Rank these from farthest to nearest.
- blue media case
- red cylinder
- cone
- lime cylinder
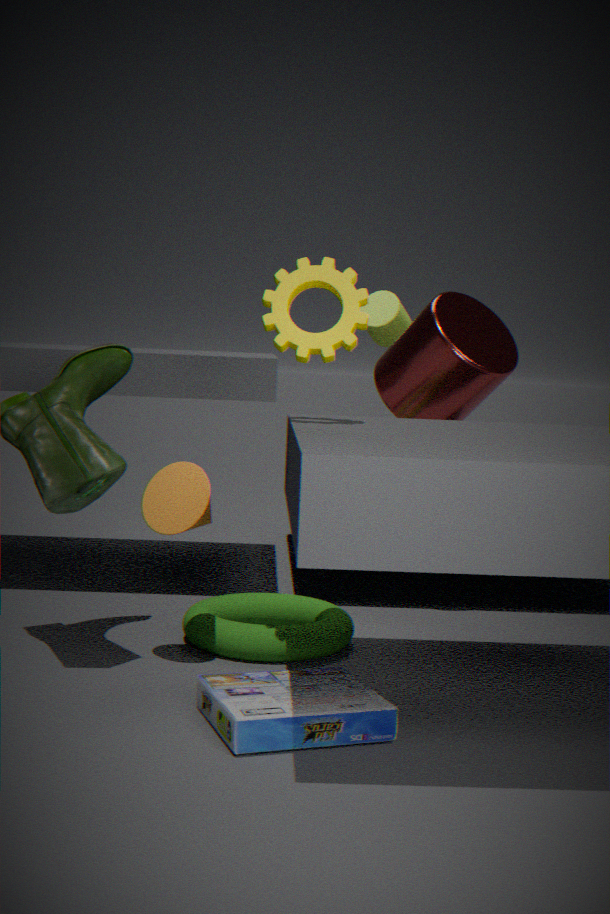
lime cylinder
red cylinder
cone
blue media case
